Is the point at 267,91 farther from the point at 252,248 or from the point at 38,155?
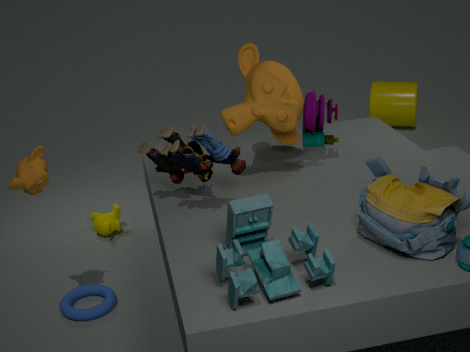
the point at 38,155
